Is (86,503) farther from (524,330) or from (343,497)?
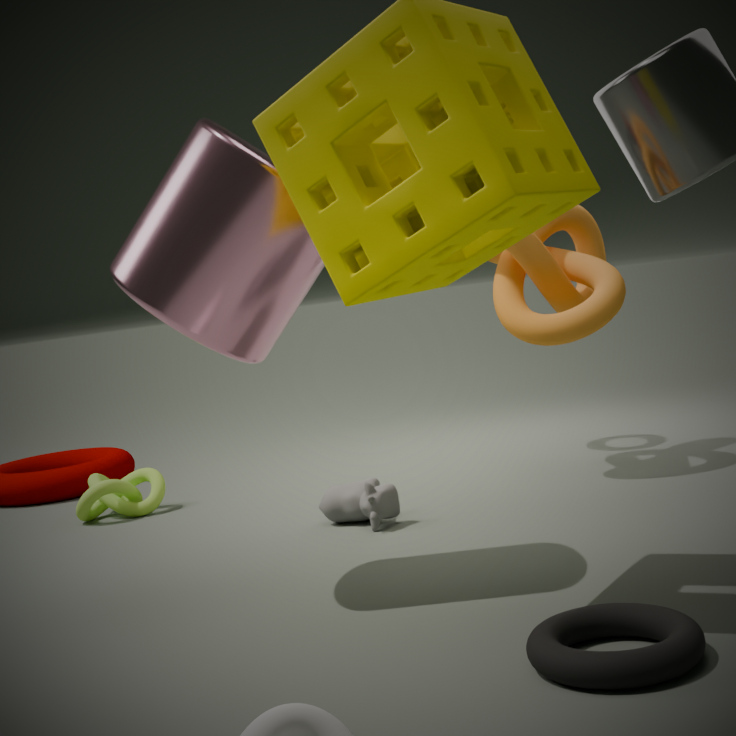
(524,330)
